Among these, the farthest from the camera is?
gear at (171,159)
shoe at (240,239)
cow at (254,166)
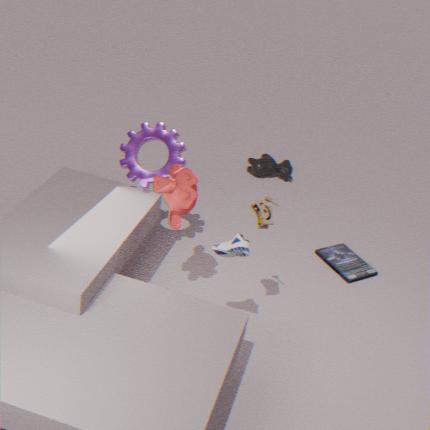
cow at (254,166)
